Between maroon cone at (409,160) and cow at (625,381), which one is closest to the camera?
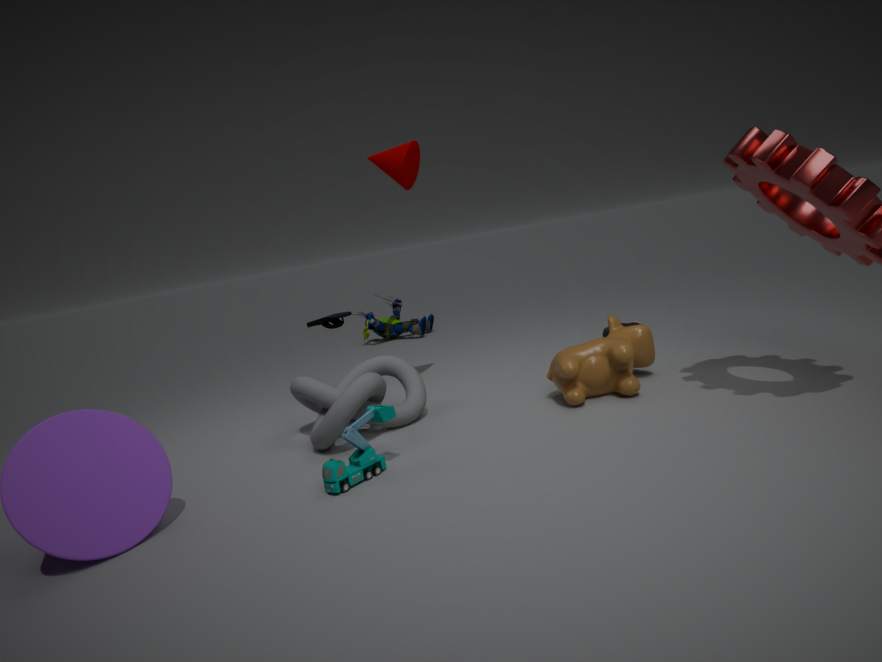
cow at (625,381)
